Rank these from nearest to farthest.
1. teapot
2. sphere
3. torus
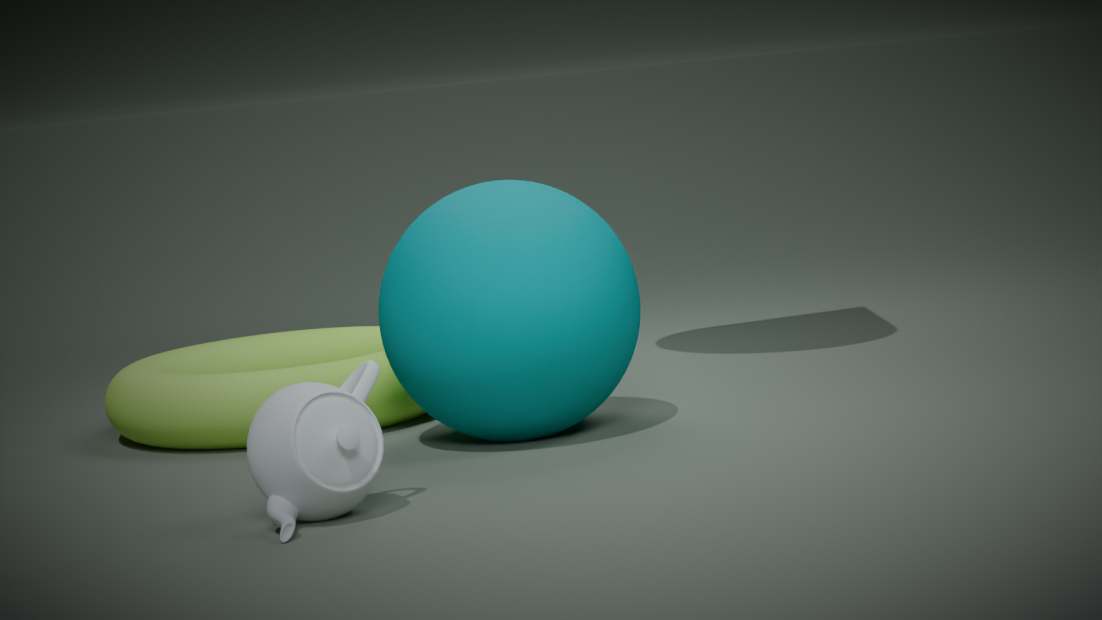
1. teapot
2. sphere
3. torus
